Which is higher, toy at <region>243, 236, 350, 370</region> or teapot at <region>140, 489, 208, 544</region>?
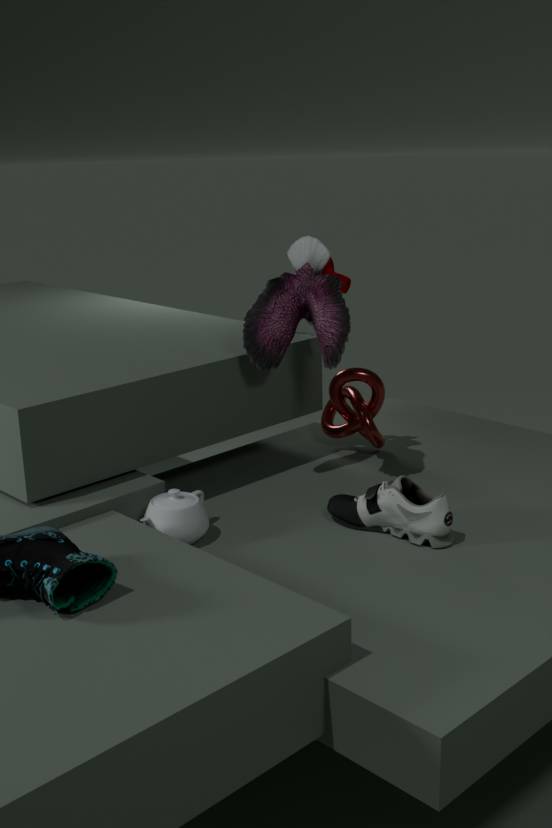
toy at <region>243, 236, 350, 370</region>
